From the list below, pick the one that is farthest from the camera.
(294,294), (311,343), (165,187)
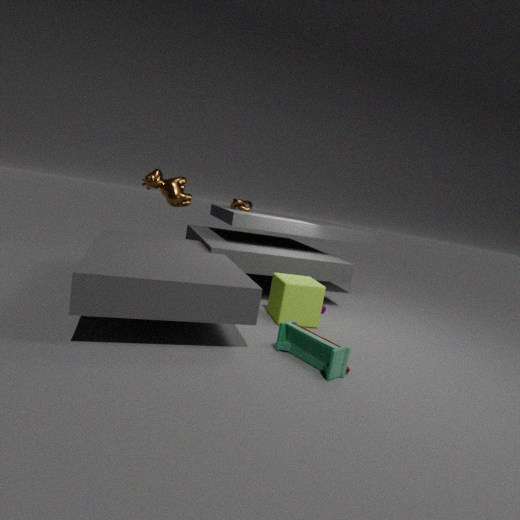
(165,187)
